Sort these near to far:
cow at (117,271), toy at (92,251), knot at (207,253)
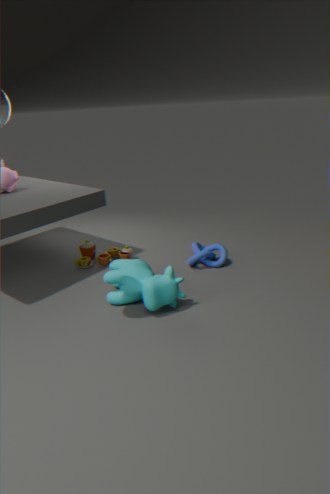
cow at (117,271), knot at (207,253), toy at (92,251)
